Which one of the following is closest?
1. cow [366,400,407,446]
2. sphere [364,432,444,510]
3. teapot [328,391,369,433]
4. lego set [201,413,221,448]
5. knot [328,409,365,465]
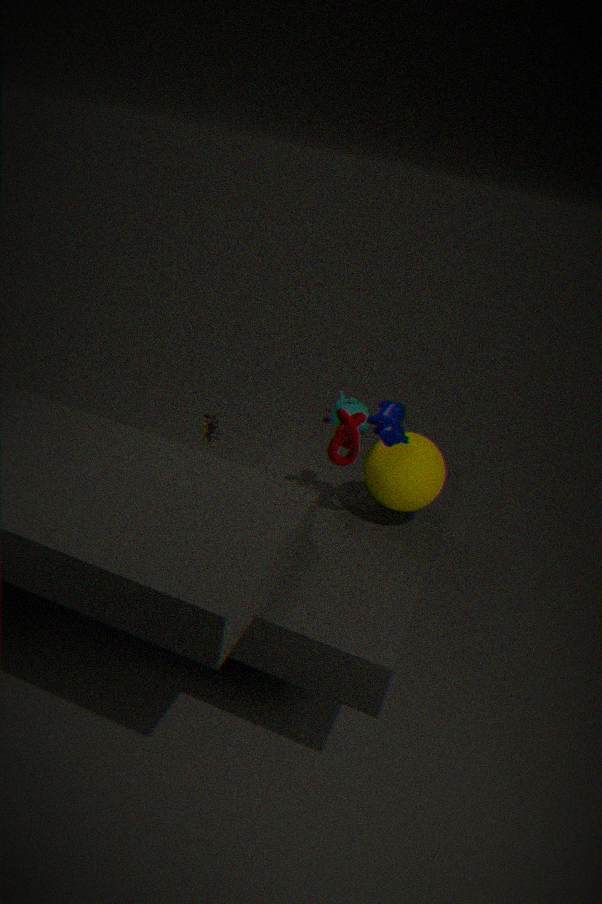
cow [366,400,407,446]
